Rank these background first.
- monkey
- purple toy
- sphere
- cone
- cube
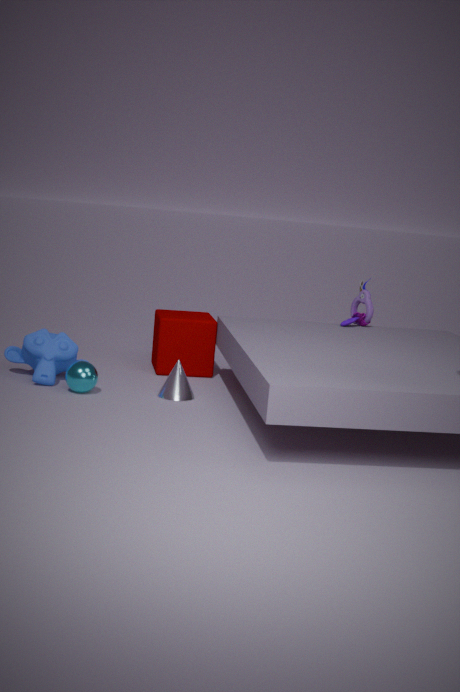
purple toy
cube
monkey
cone
sphere
